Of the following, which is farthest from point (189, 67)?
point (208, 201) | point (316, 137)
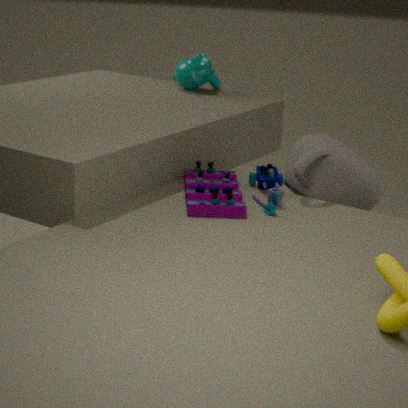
point (208, 201)
